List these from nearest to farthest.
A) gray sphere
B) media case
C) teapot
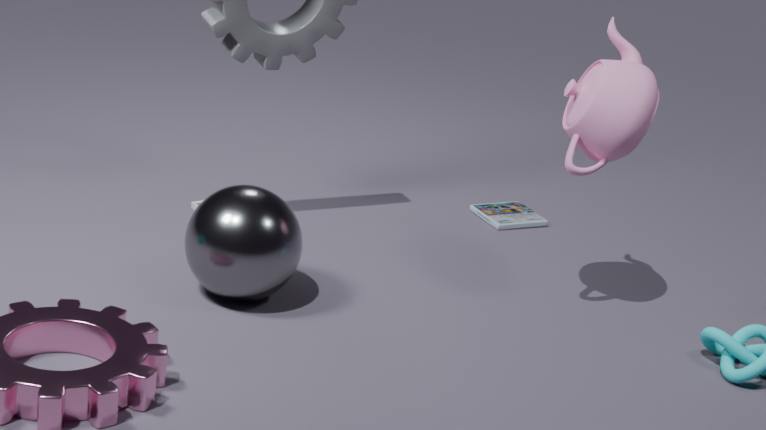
1. gray sphere
2. teapot
3. media case
